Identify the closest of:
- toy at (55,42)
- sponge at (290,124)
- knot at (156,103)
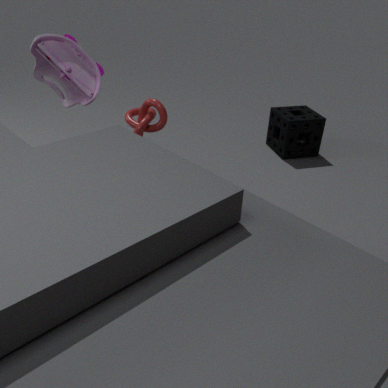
toy at (55,42)
